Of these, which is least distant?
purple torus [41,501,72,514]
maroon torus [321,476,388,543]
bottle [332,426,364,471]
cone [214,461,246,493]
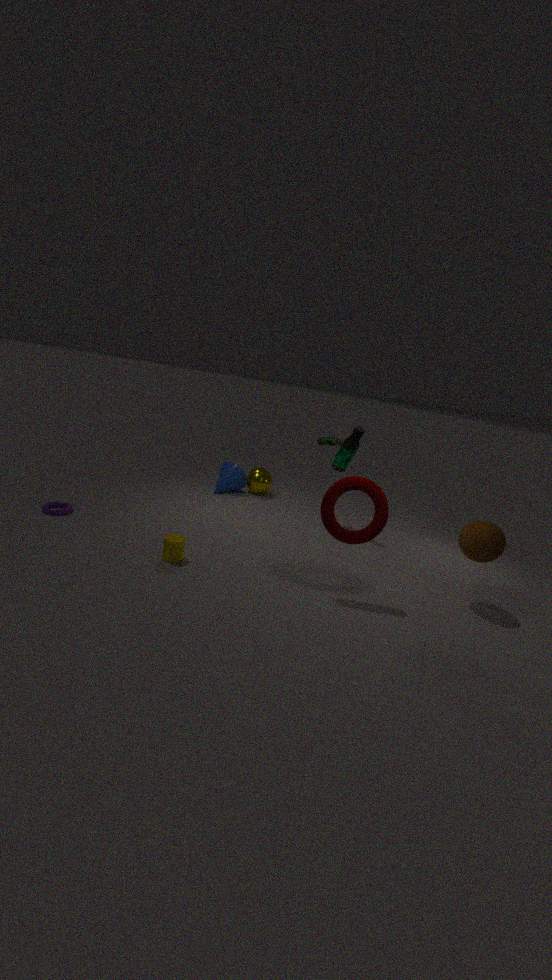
maroon torus [321,476,388,543]
